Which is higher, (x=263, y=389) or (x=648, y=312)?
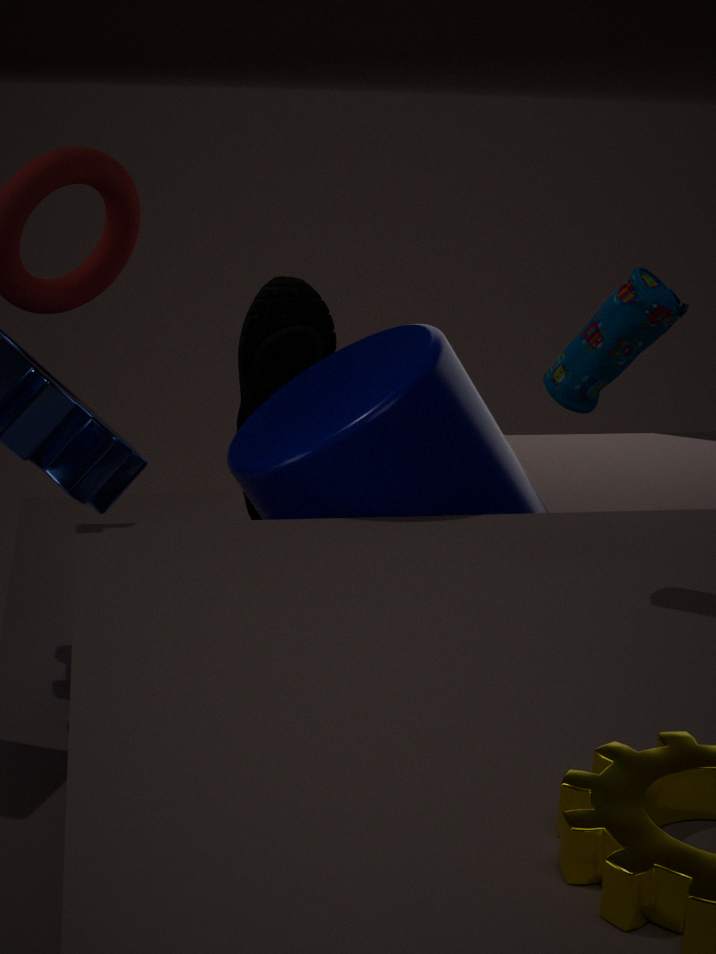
(x=648, y=312)
